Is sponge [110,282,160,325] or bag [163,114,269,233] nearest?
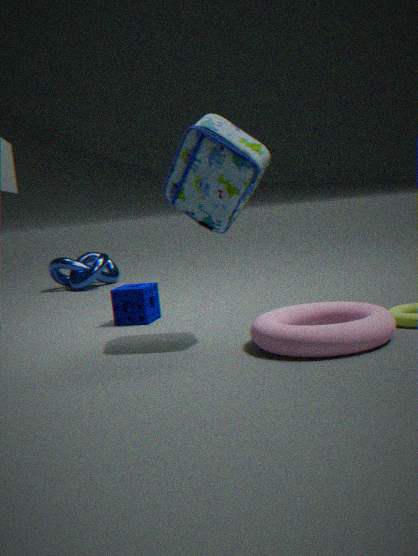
bag [163,114,269,233]
